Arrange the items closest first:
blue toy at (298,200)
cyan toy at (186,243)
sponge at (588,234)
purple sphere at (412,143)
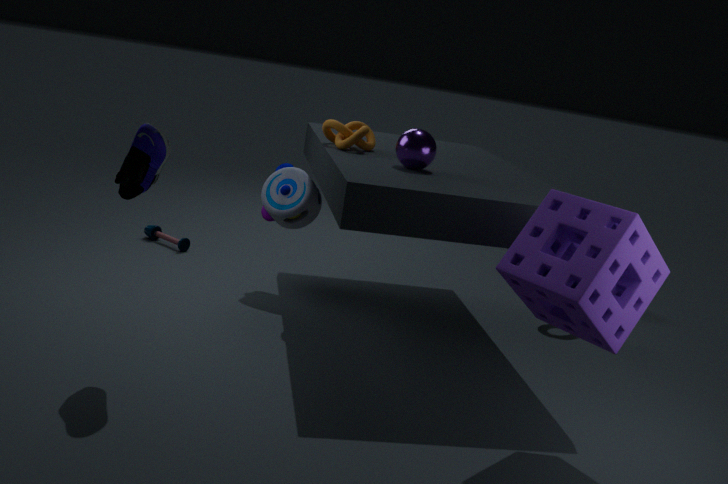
sponge at (588,234) → purple sphere at (412,143) → blue toy at (298,200) → cyan toy at (186,243)
